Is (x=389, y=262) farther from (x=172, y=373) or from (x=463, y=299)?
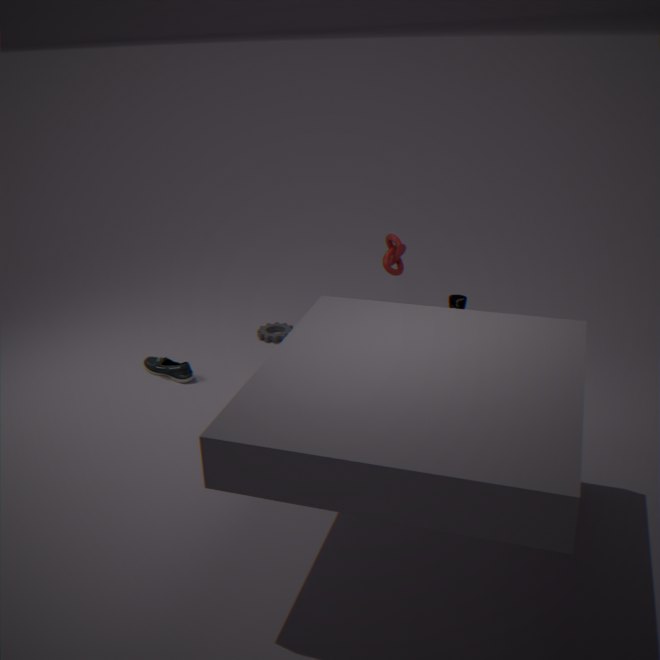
(x=172, y=373)
